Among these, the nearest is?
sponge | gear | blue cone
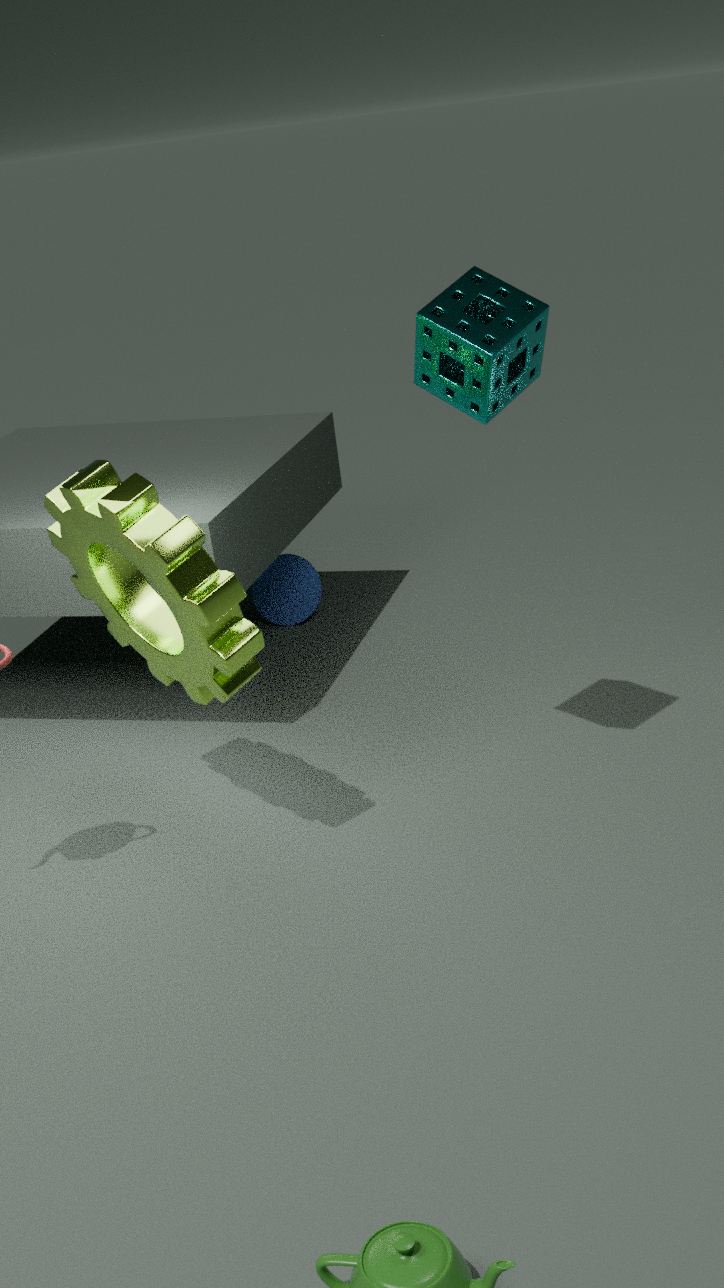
sponge
